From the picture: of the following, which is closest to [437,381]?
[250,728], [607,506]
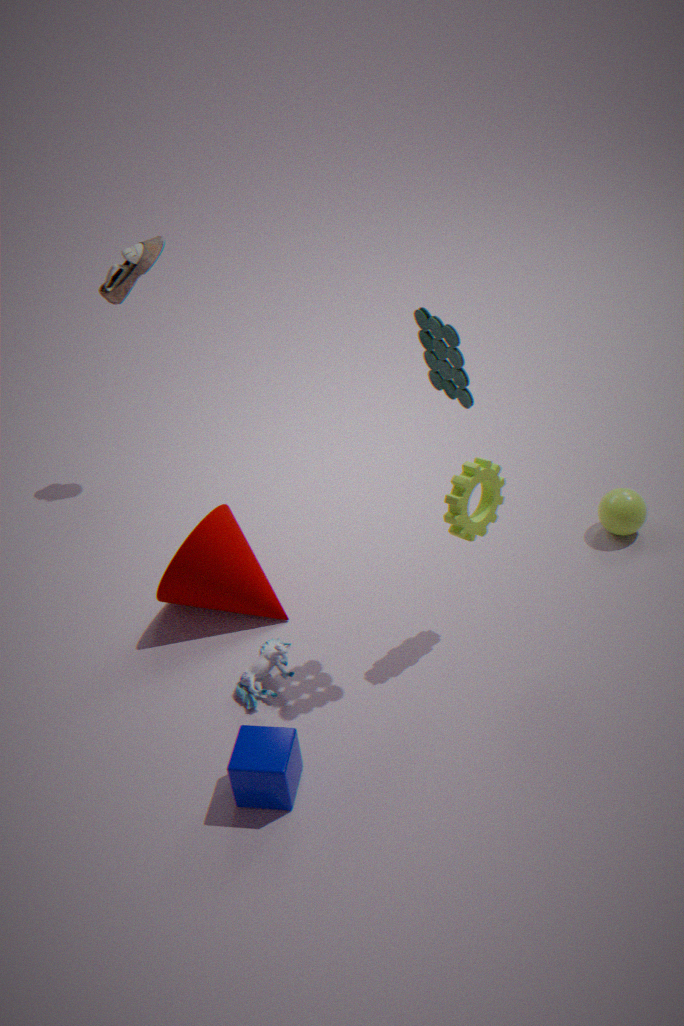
[607,506]
